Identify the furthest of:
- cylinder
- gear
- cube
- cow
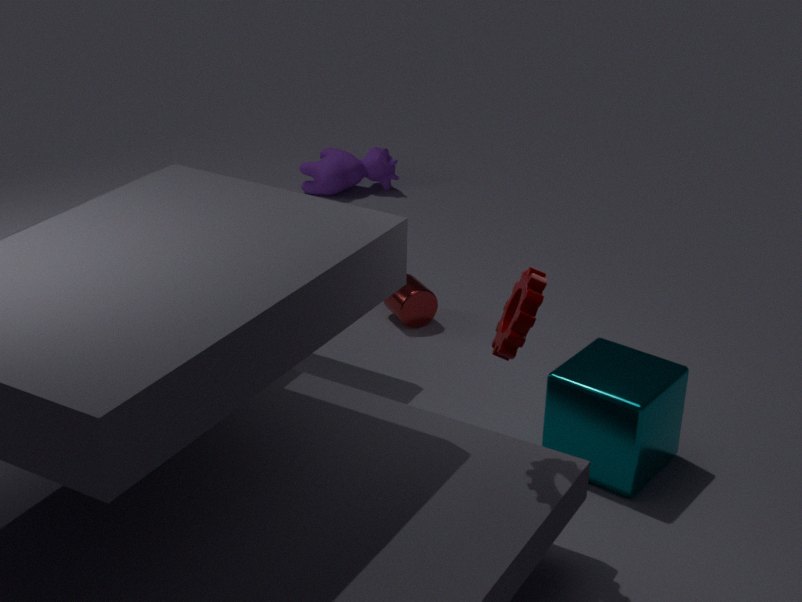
cow
